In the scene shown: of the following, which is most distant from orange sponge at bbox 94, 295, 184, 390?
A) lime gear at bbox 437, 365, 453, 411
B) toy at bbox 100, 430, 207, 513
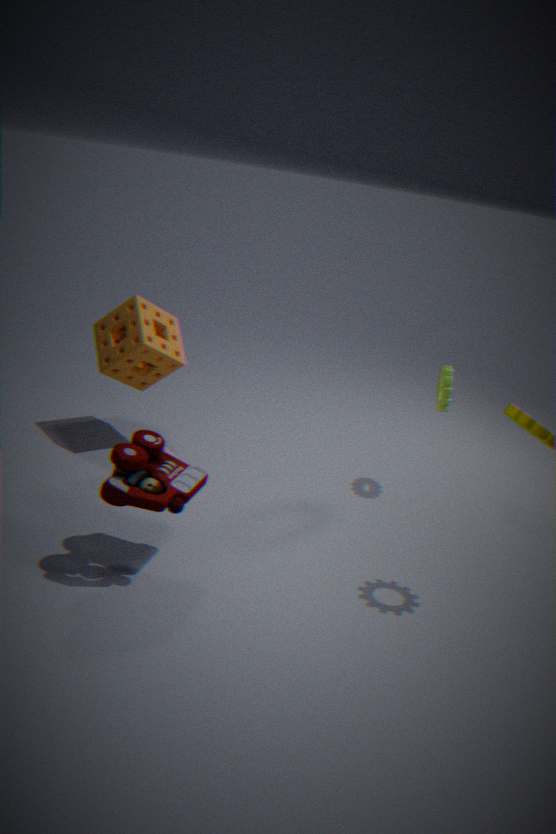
lime gear at bbox 437, 365, 453, 411
